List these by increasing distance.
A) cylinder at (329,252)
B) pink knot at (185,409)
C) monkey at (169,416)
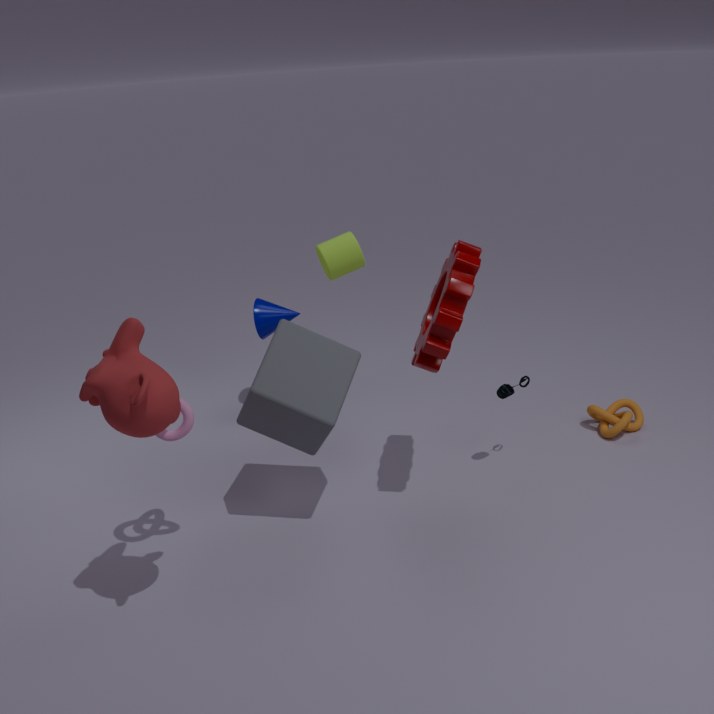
monkey at (169,416) → pink knot at (185,409) → cylinder at (329,252)
